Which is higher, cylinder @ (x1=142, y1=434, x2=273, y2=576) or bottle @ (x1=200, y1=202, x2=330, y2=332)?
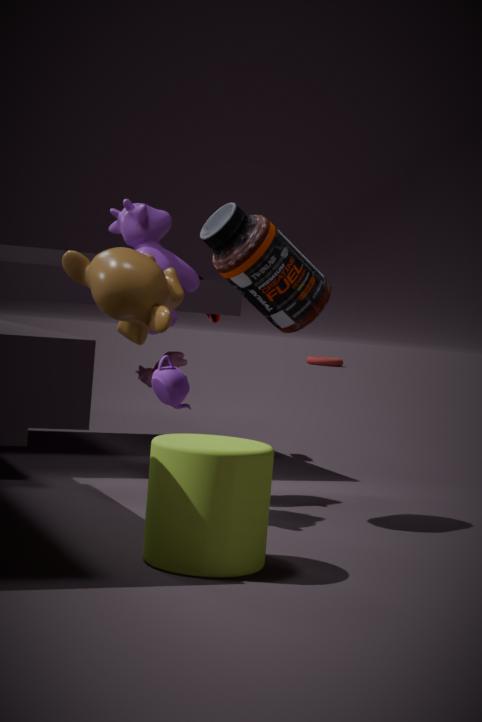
bottle @ (x1=200, y1=202, x2=330, y2=332)
